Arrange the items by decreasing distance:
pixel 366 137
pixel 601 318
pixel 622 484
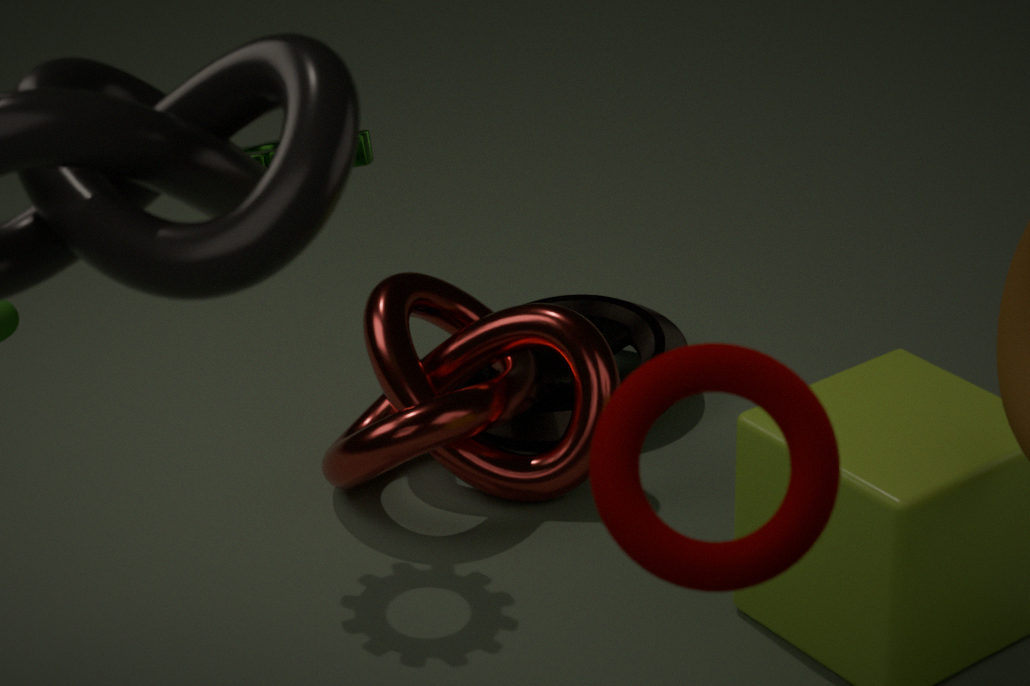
1. pixel 601 318
2. pixel 366 137
3. pixel 622 484
